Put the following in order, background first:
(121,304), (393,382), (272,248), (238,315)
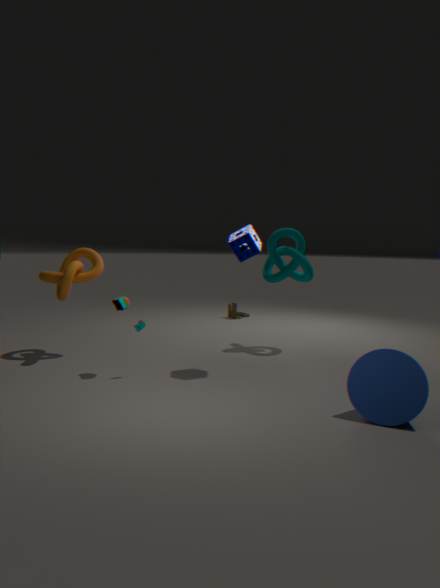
(238,315) → (272,248) → (121,304) → (393,382)
